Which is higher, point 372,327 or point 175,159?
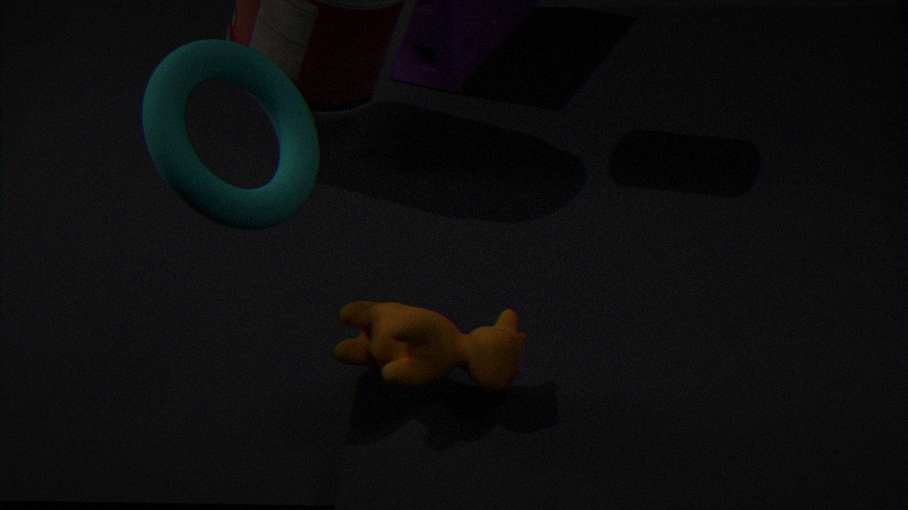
point 175,159
